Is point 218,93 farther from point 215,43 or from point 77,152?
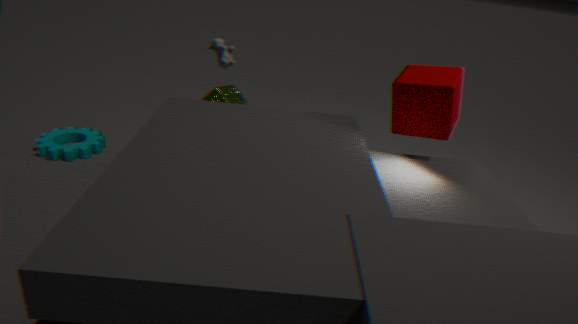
point 77,152
